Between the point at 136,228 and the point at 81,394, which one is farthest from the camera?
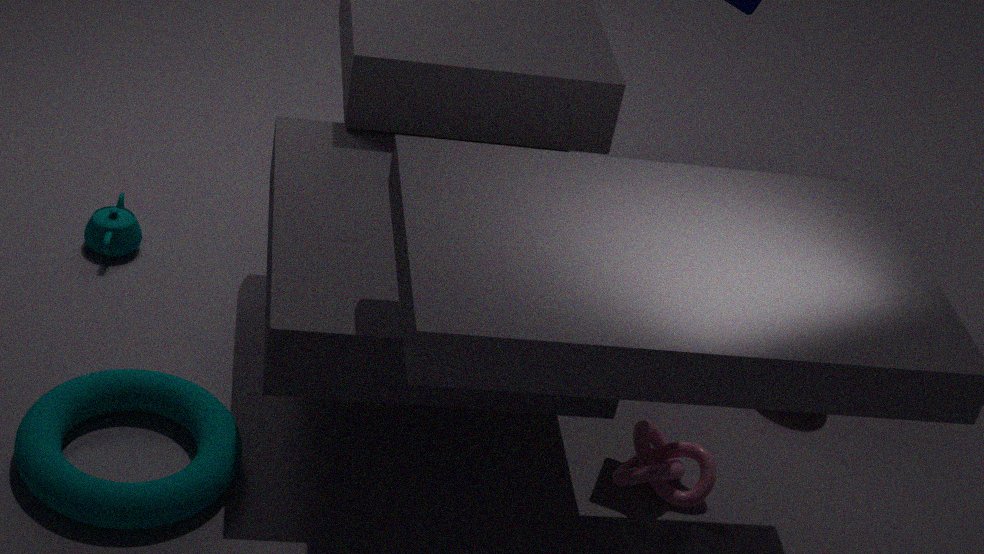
the point at 136,228
